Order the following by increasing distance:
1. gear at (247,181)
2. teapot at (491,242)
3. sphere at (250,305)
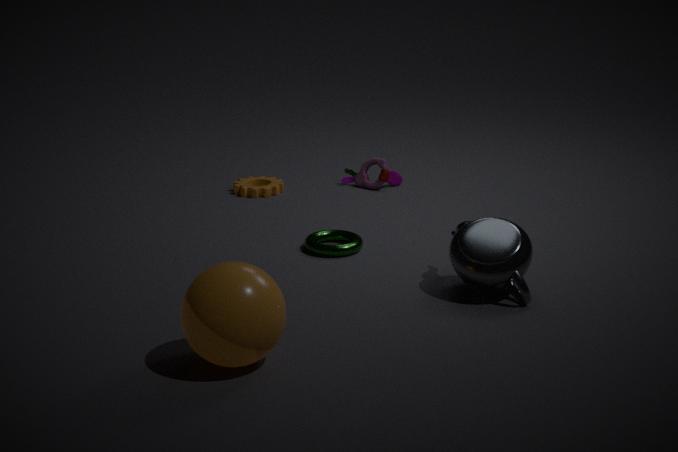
sphere at (250,305), teapot at (491,242), gear at (247,181)
